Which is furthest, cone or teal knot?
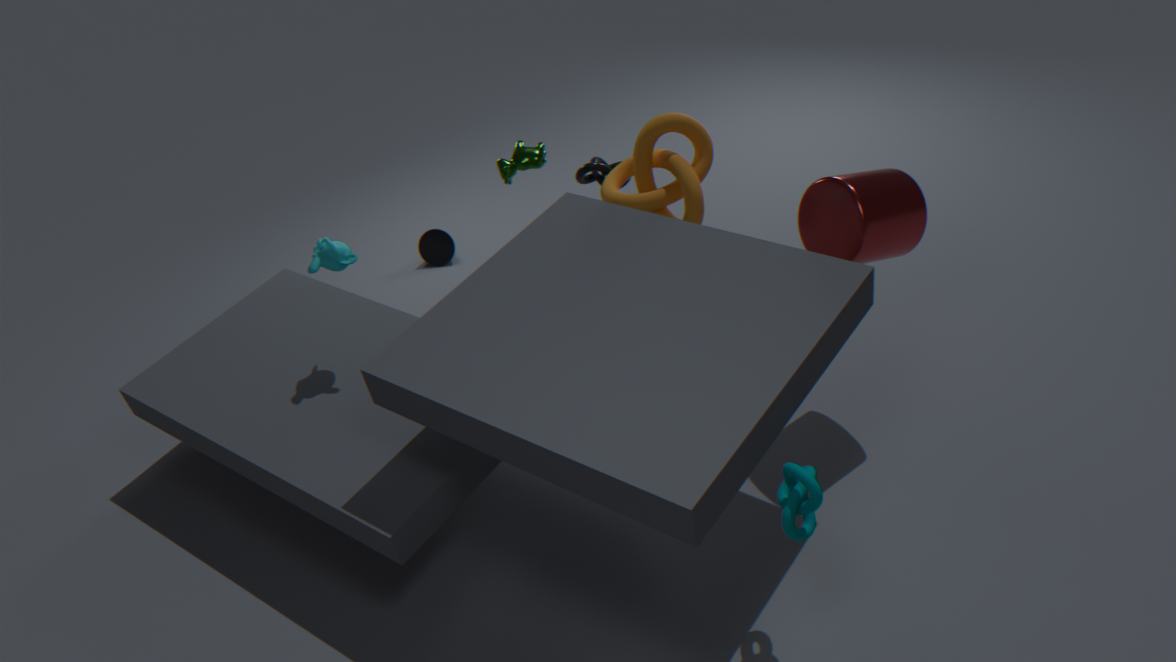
cone
